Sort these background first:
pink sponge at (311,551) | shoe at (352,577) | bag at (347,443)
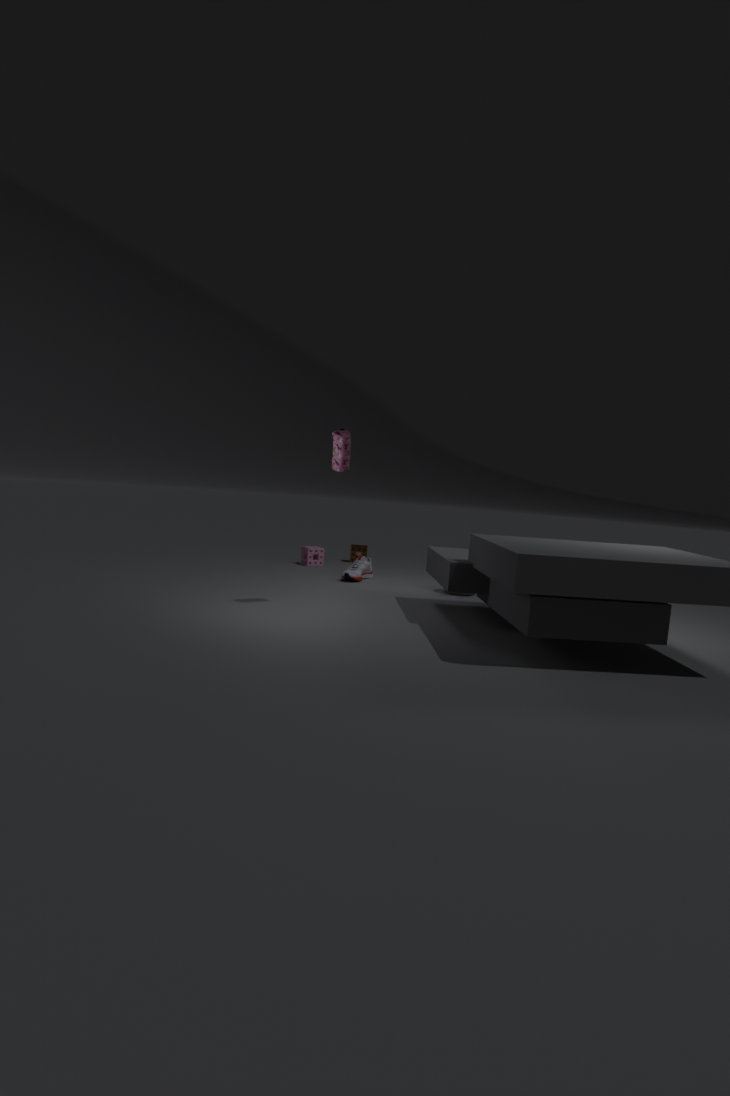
pink sponge at (311,551), shoe at (352,577), bag at (347,443)
